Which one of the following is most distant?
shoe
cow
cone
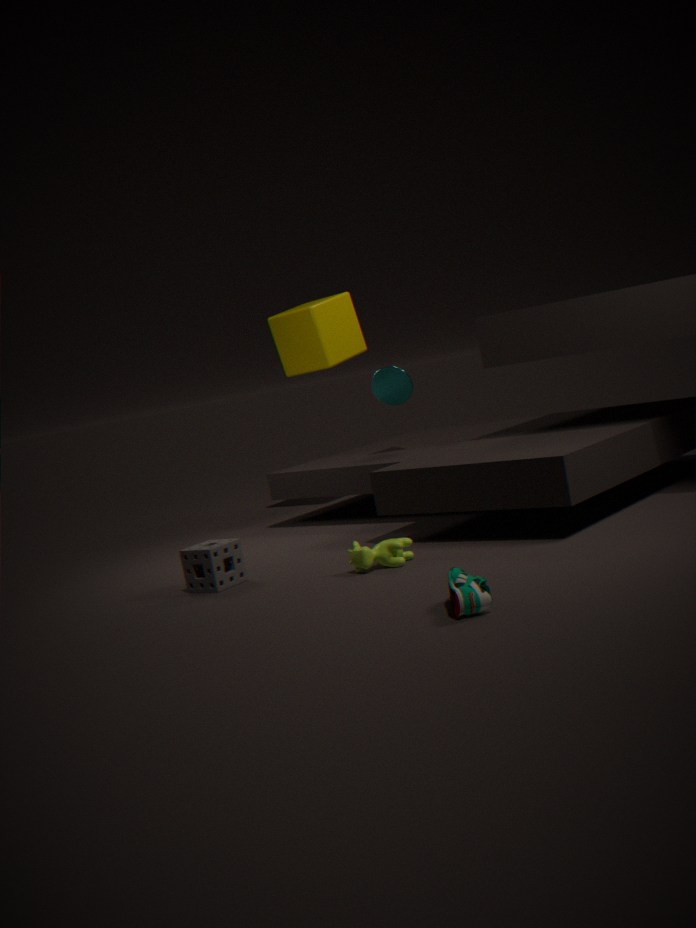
cone
